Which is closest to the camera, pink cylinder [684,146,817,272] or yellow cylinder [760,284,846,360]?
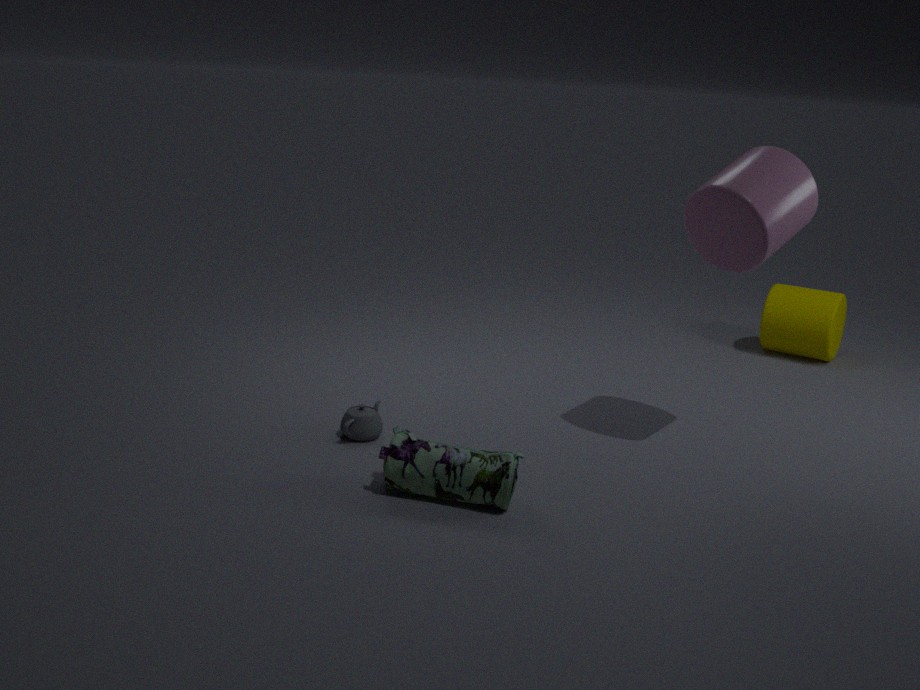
pink cylinder [684,146,817,272]
